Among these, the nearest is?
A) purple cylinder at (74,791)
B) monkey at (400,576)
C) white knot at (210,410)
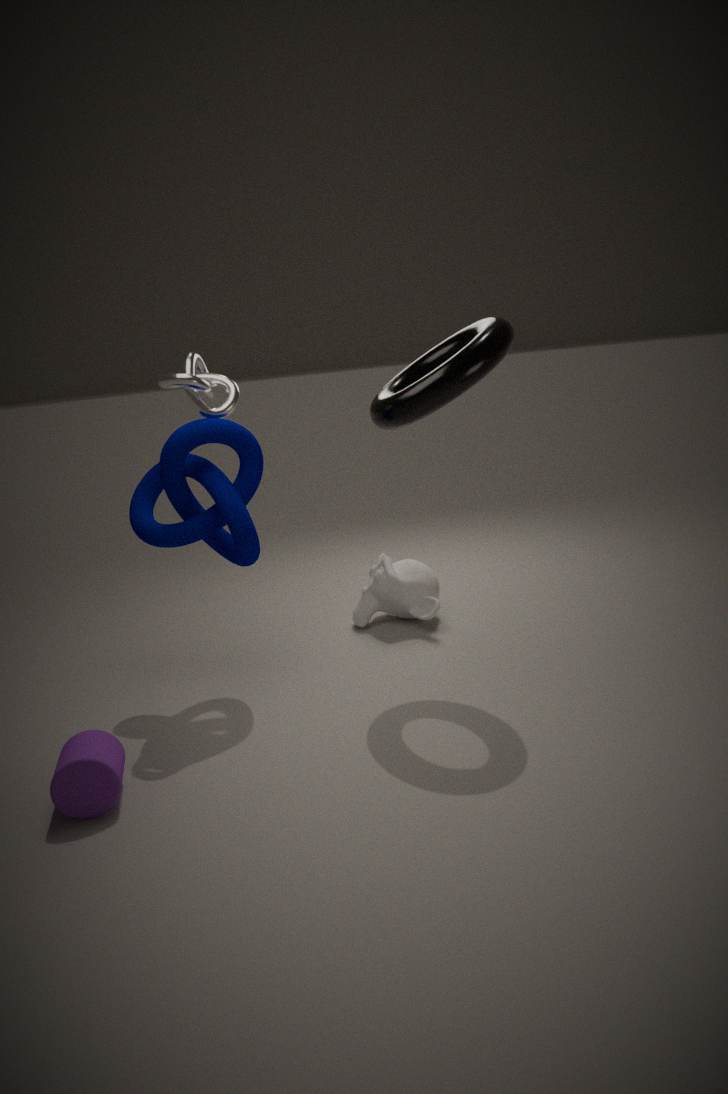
A. purple cylinder at (74,791)
